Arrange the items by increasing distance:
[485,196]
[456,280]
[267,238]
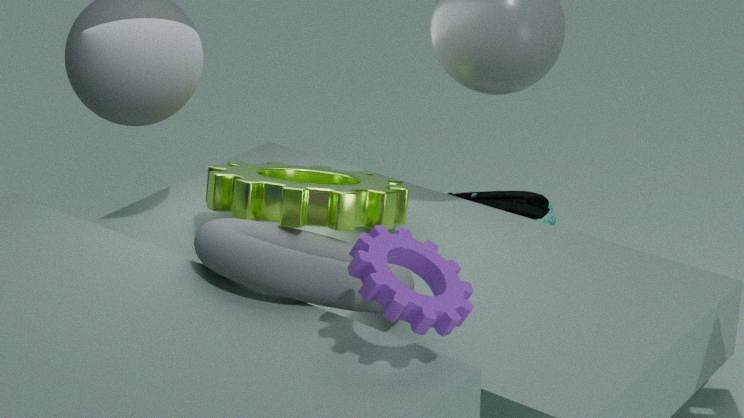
[456,280] < [267,238] < [485,196]
